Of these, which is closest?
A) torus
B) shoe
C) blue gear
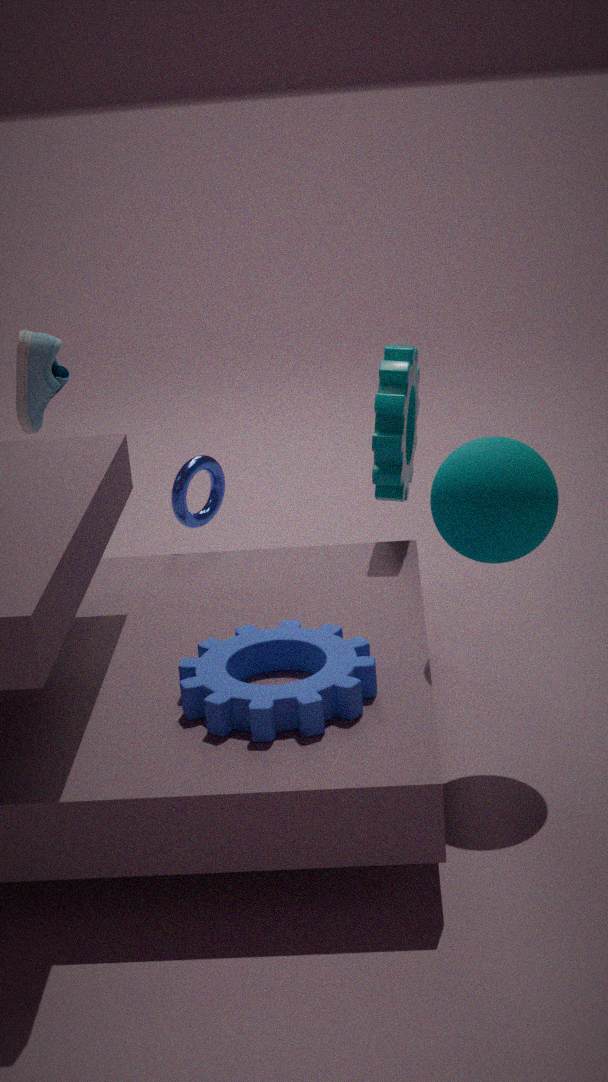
blue gear
